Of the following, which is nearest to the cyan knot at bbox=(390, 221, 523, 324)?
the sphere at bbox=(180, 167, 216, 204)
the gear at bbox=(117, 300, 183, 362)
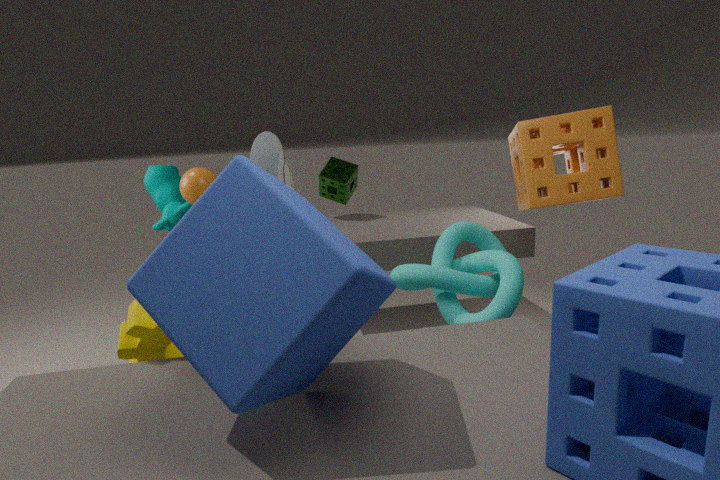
the gear at bbox=(117, 300, 183, 362)
